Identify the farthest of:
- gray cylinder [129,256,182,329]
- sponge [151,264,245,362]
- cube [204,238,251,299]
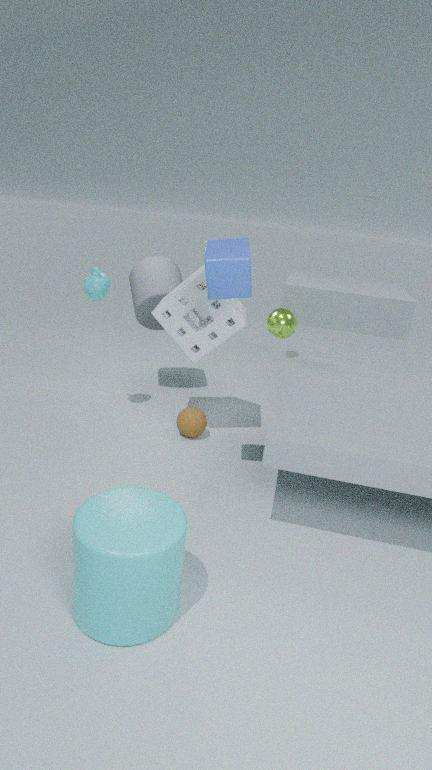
gray cylinder [129,256,182,329]
